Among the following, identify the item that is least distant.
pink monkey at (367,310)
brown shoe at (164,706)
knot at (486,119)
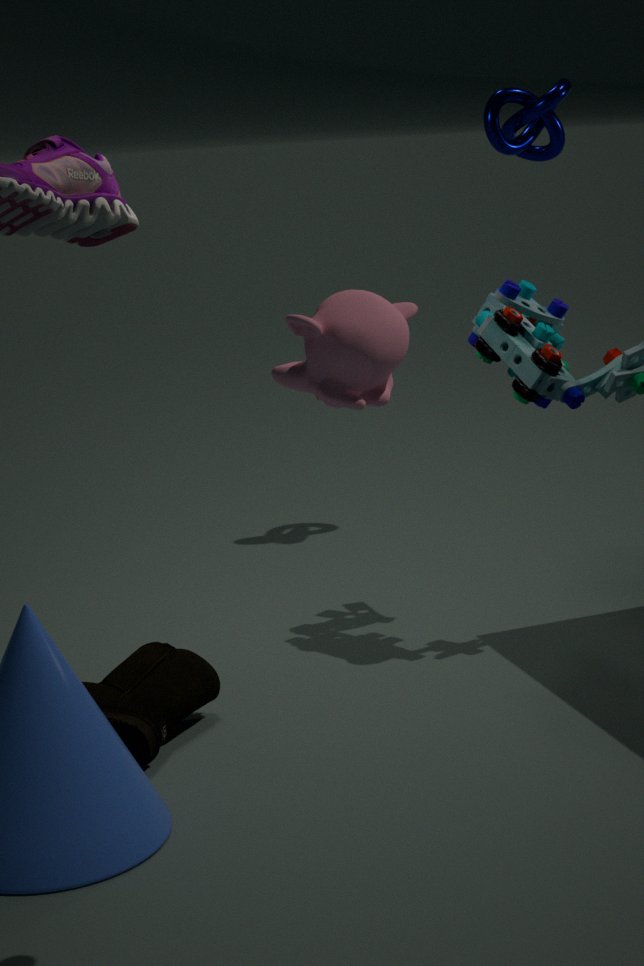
pink monkey at (367,310)
